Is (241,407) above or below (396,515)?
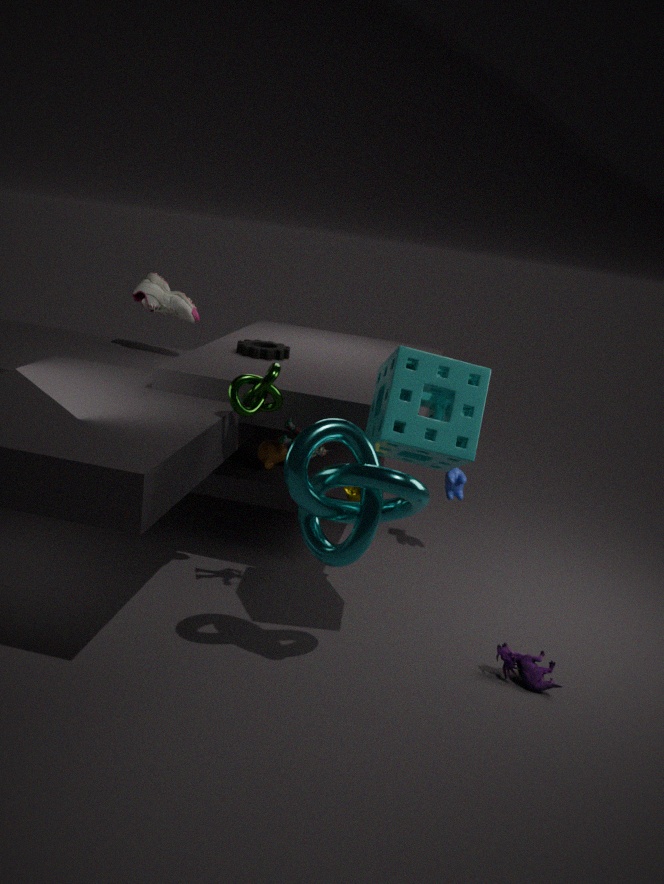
above
